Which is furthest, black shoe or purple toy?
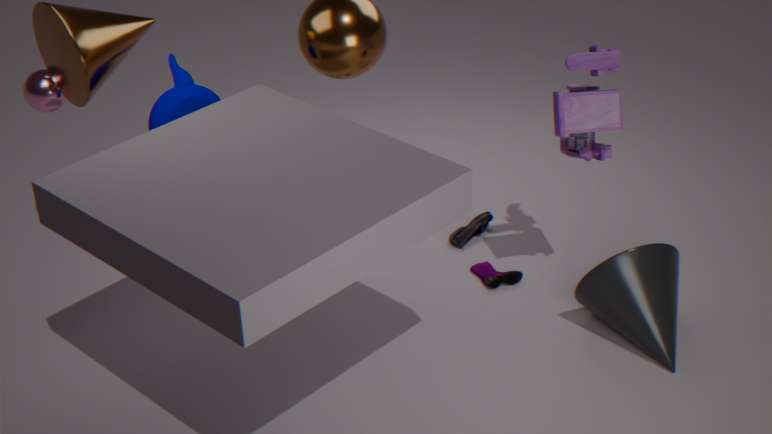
black shoe
